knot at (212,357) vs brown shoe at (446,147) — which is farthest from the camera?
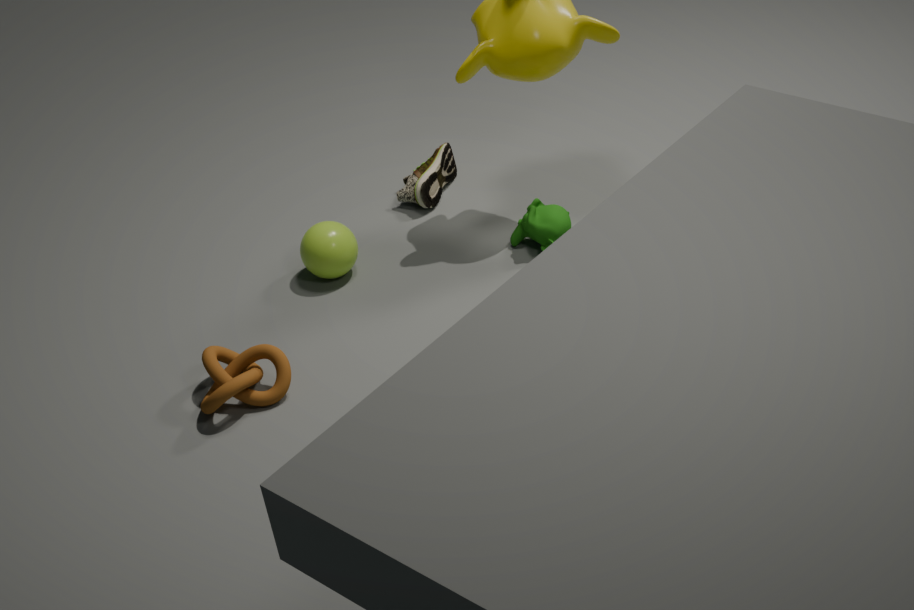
brown shoe at (446,147)
